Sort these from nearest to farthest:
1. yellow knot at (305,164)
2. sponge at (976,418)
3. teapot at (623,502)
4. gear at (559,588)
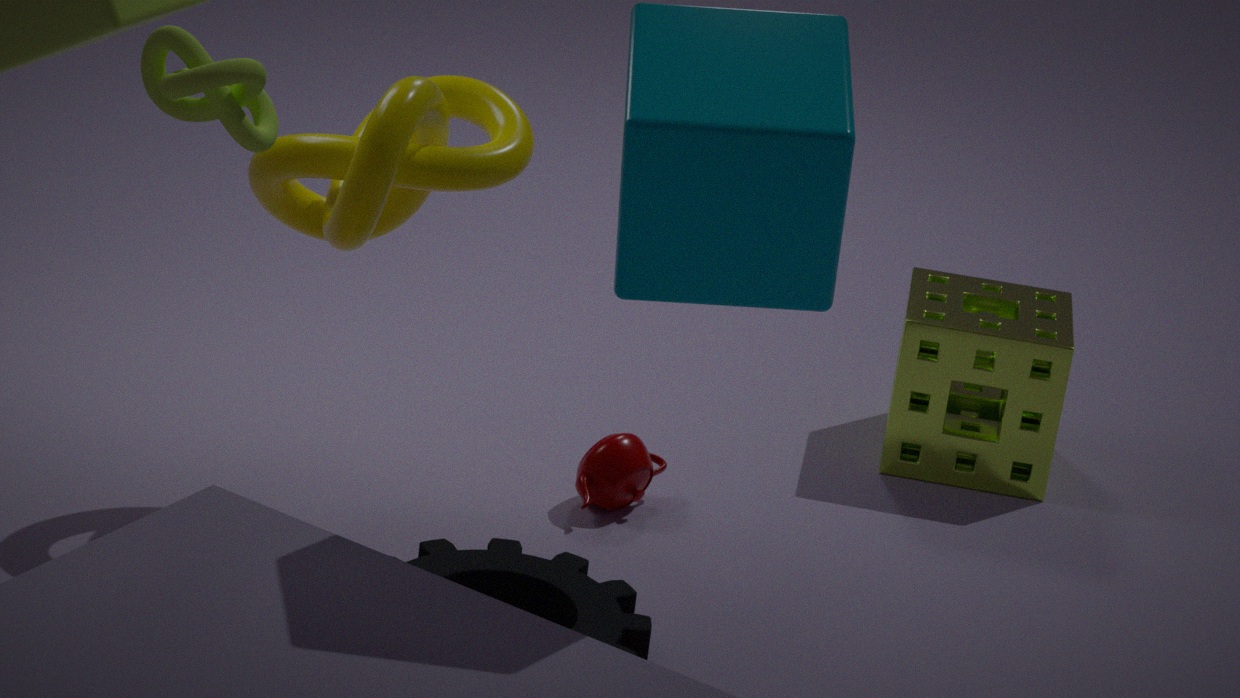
1. yellow knot at (305,164)
2. gear at (559,588)
3. teapot at (623,502)
4. sponge at (976,418)
